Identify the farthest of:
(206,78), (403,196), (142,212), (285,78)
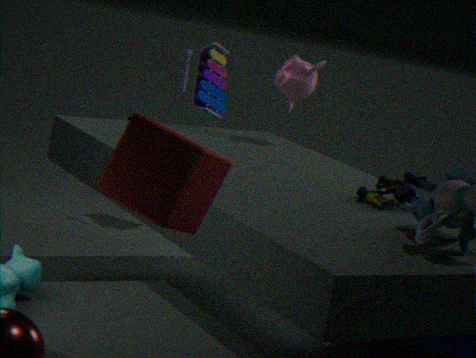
(206,78)
